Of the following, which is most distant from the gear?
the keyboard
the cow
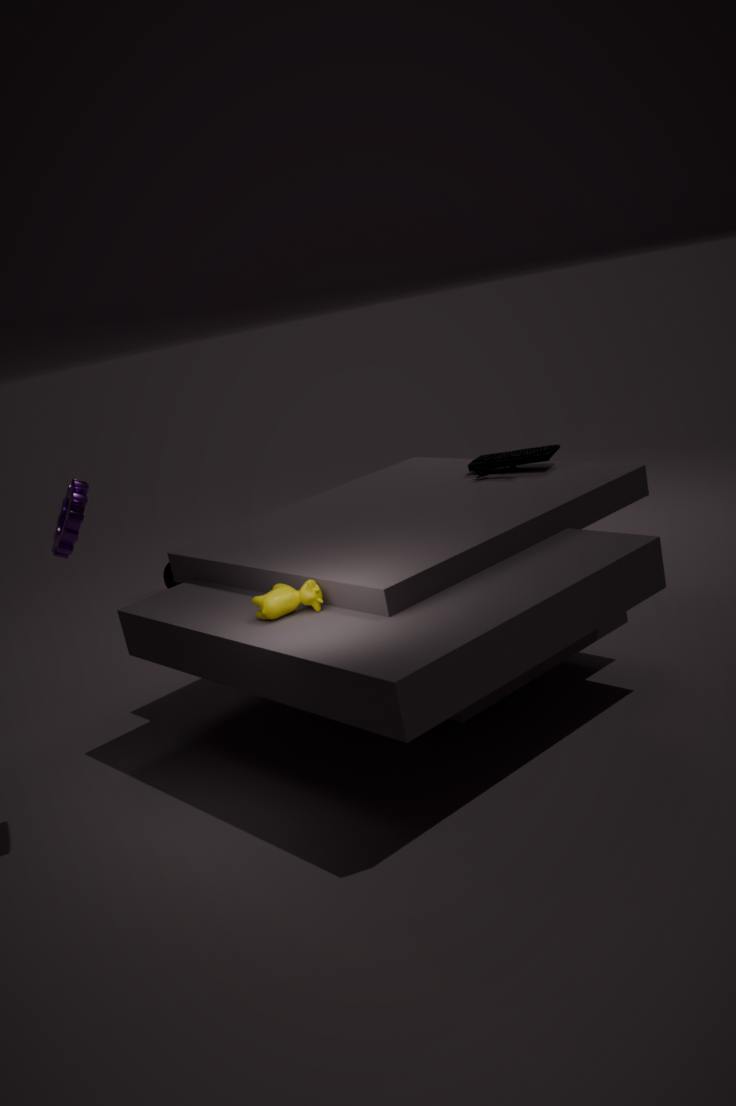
the keyboard
